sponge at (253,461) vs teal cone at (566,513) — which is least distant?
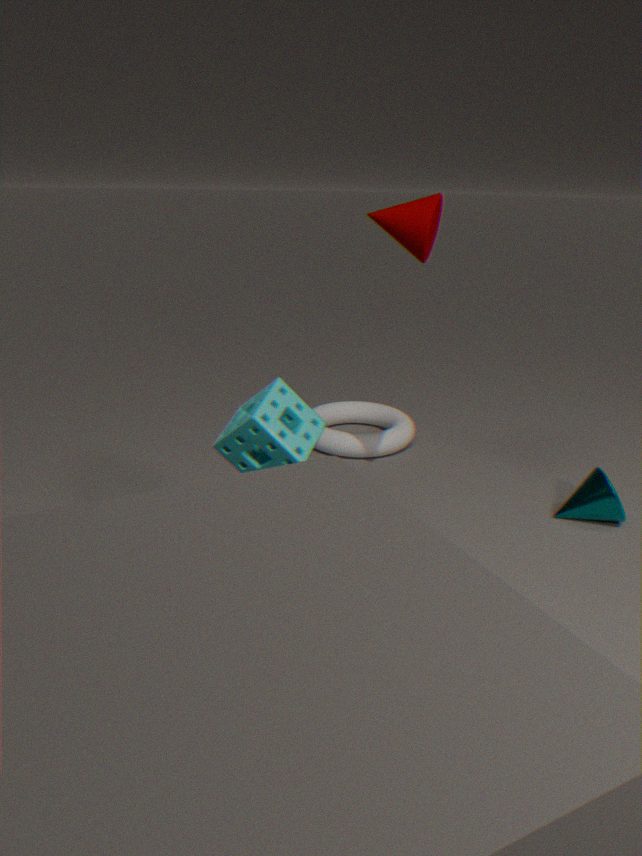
sponge at (253,461)
